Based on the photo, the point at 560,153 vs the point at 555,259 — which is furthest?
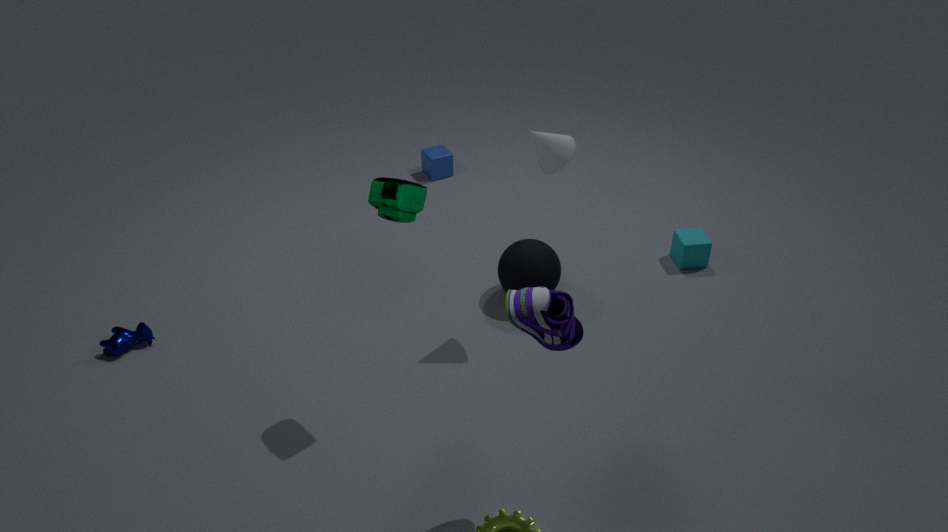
the point at 555,259
